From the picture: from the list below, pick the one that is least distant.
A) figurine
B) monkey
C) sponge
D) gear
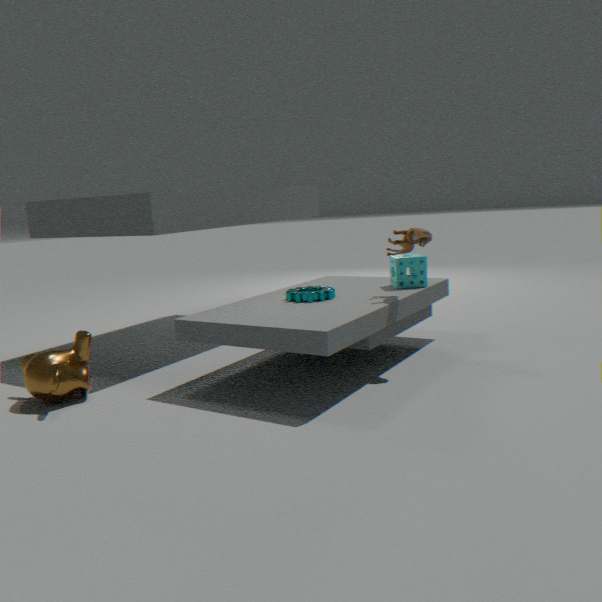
monkey
